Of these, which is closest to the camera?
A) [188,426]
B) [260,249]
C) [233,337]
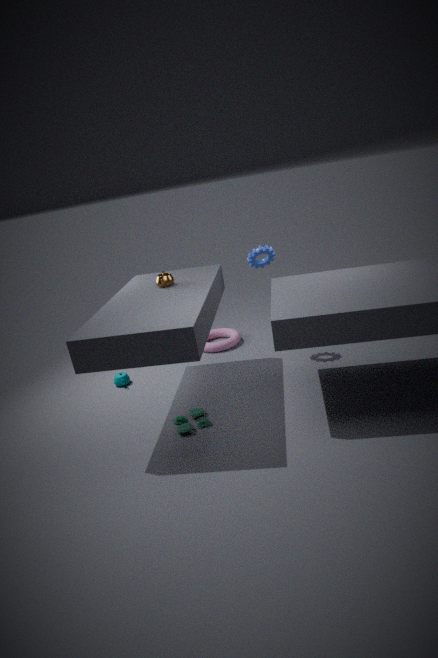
[188,426]
